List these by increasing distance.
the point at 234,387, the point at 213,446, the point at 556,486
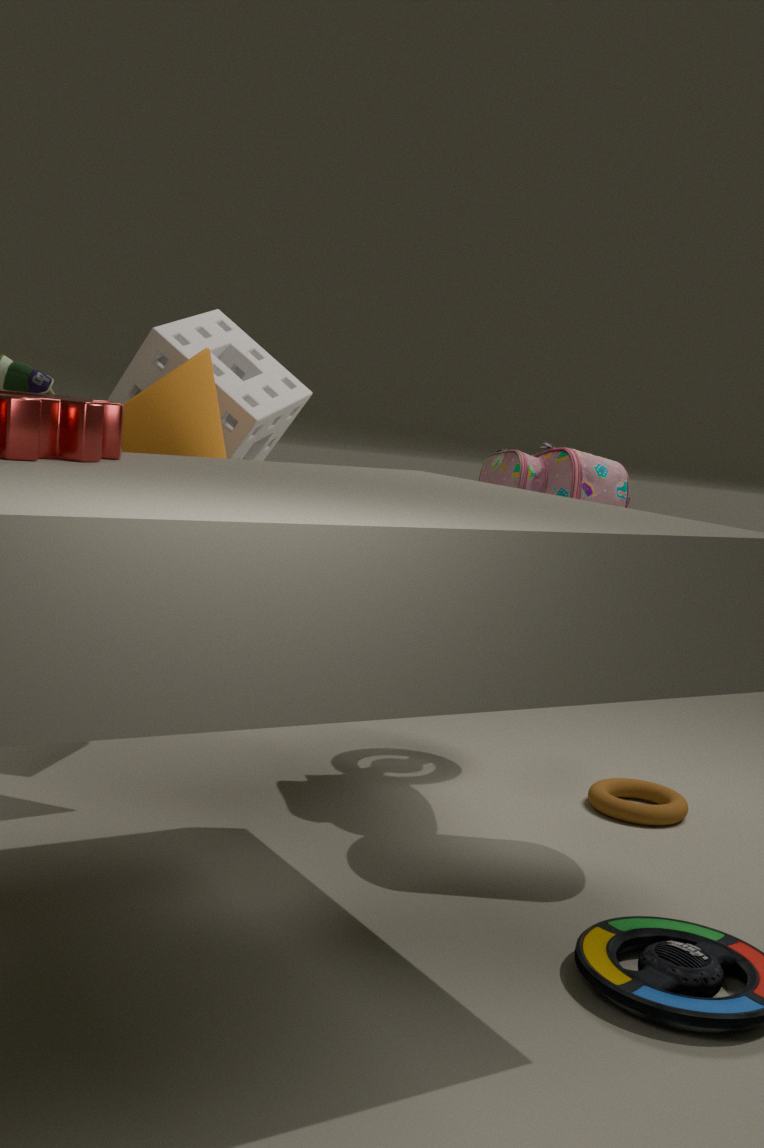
the point at 213,446 → the point at 556,486 → the point at 234,387
